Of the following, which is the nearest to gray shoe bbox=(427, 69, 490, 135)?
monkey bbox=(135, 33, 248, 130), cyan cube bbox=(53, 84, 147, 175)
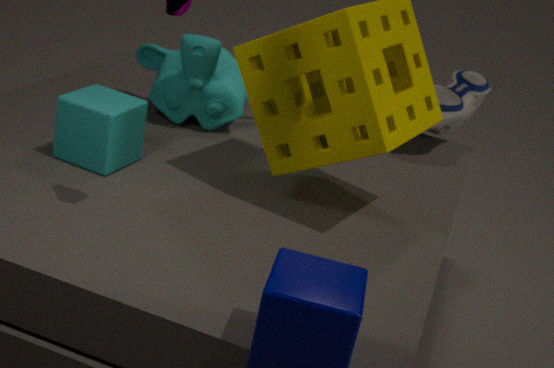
monkey bbox=(135, 33, 248, 130)
